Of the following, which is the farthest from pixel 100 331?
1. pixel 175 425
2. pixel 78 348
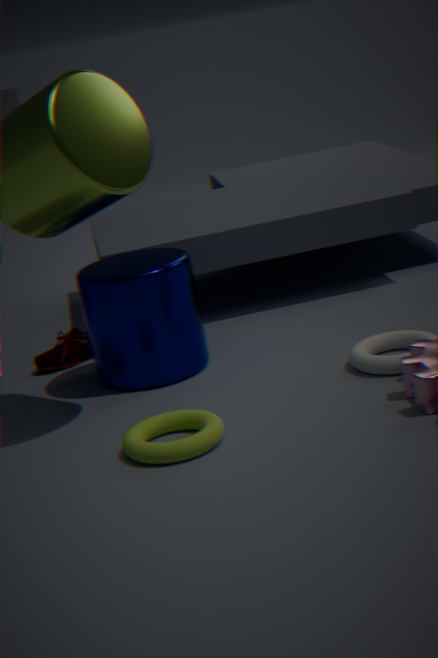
pixel 175 425
